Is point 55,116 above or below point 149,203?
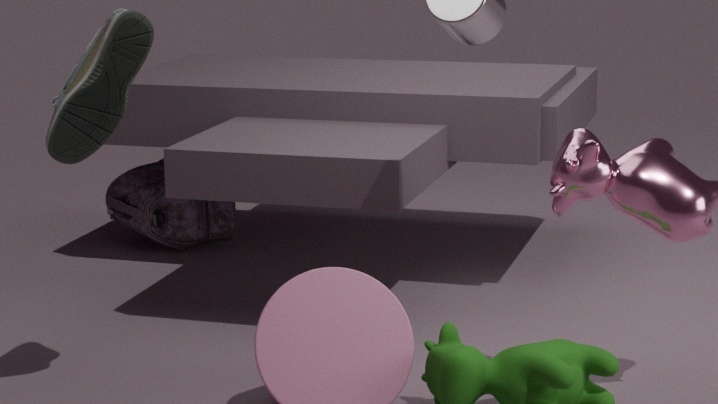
above
